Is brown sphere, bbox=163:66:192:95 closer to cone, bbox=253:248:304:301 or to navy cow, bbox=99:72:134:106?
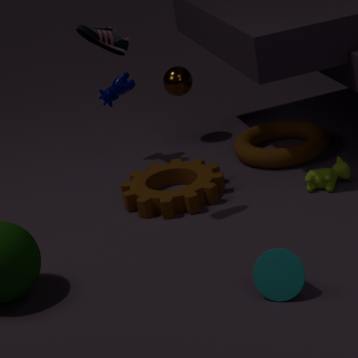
navy cow, bbox=99:72:134:106
